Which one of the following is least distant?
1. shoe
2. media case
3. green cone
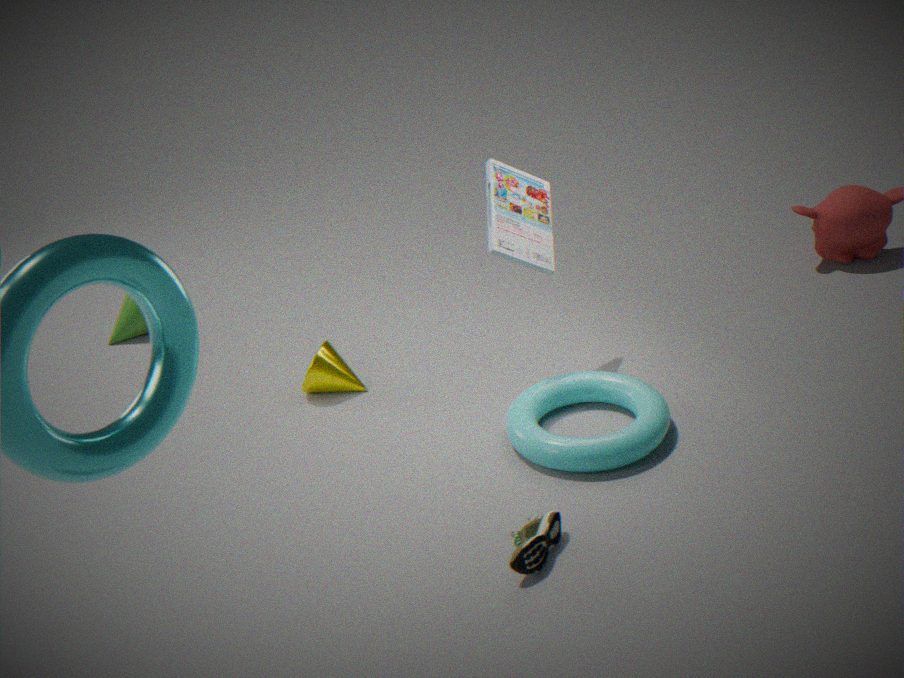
shoe
